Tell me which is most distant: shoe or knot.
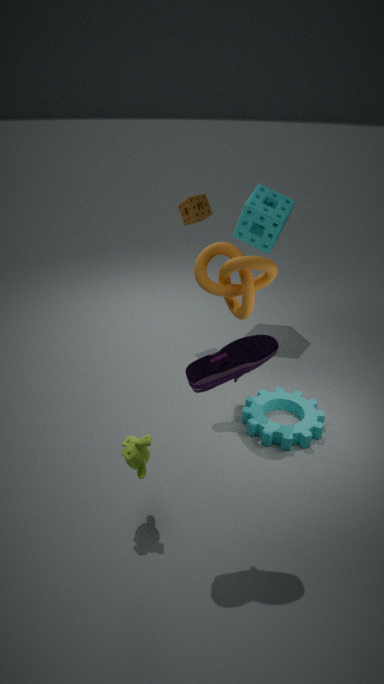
knot
